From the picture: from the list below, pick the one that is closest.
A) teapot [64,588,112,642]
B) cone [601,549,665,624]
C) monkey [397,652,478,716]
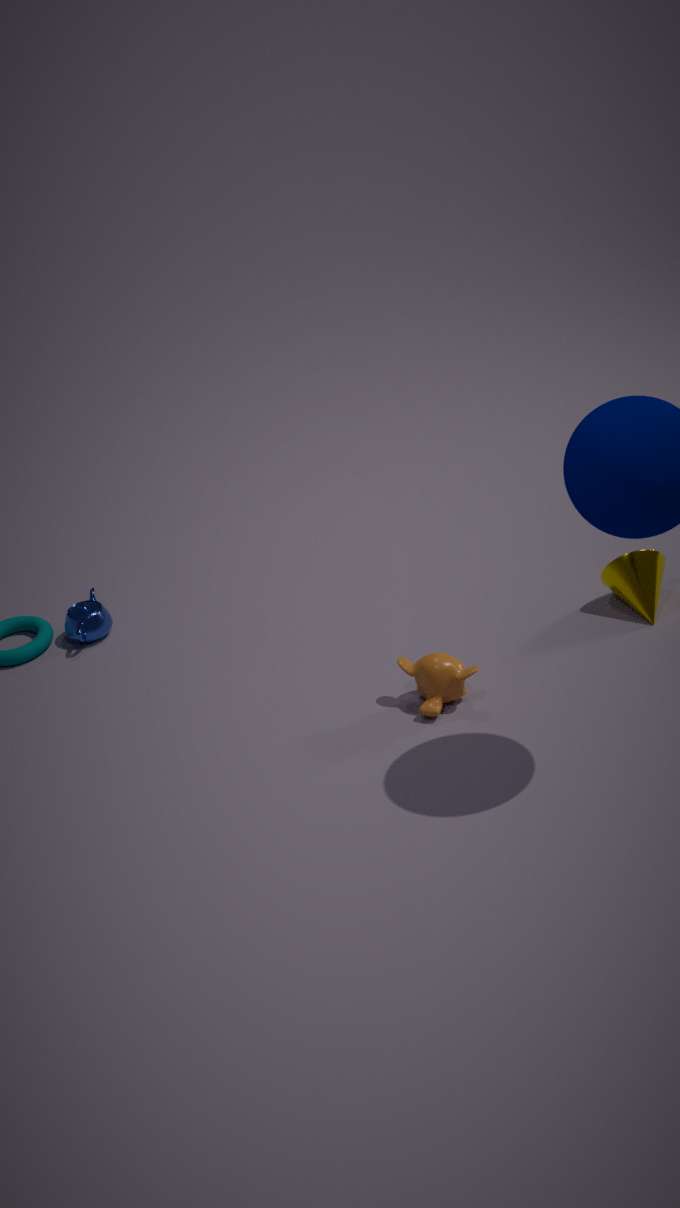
monkey [397,652,478,716]
